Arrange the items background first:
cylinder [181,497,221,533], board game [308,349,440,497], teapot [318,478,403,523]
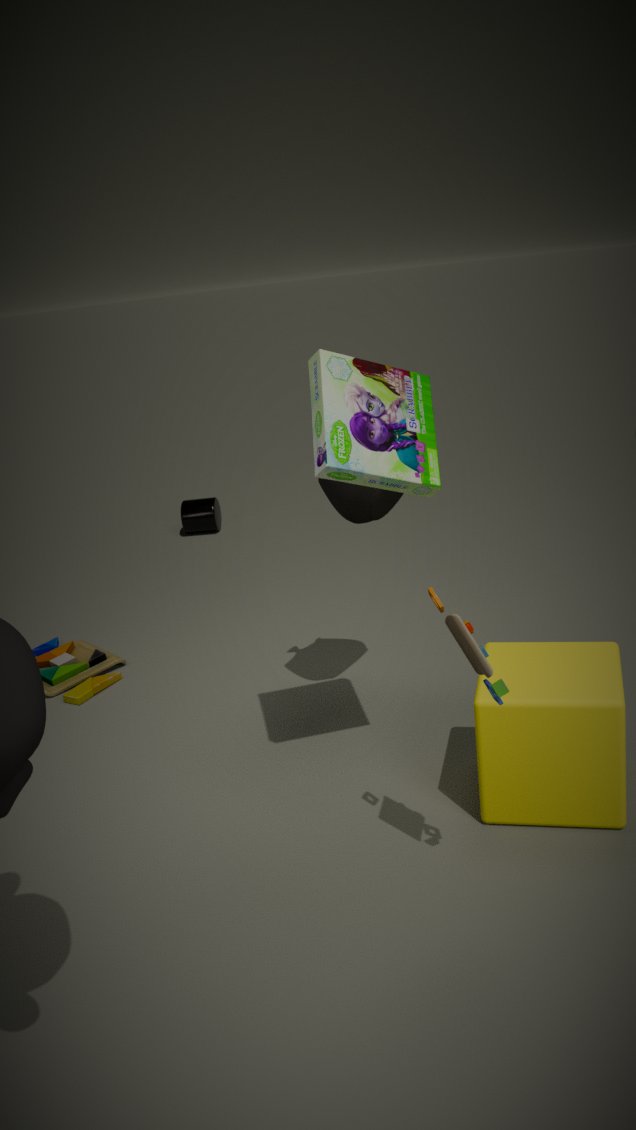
cylinder [181,497,221,533], teapot [318,478,403,523], board game [308,349,440,497]
